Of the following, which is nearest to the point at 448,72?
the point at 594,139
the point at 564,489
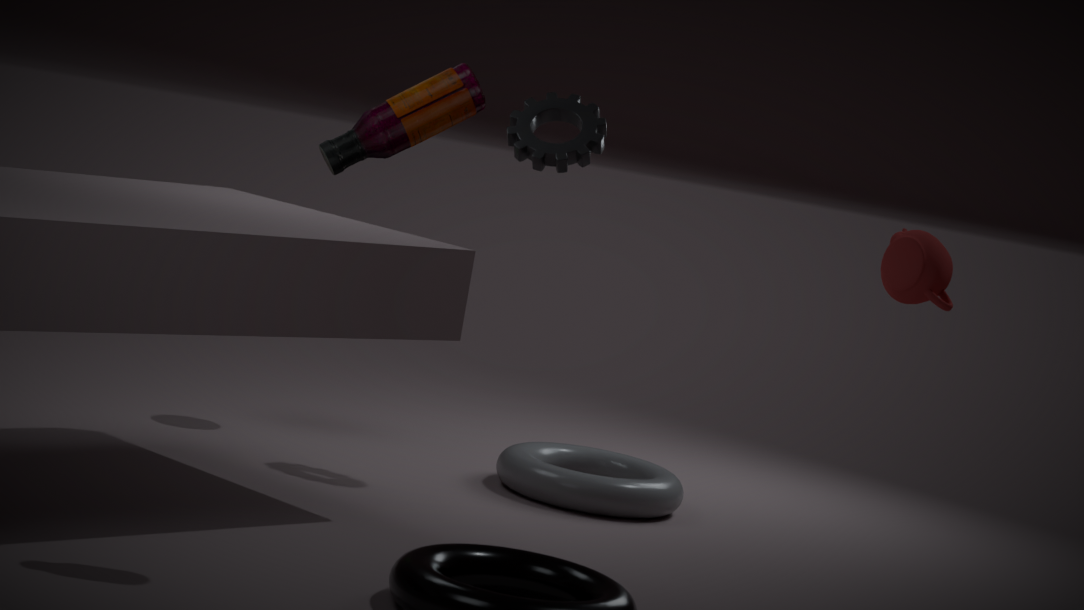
the point at 594,139
